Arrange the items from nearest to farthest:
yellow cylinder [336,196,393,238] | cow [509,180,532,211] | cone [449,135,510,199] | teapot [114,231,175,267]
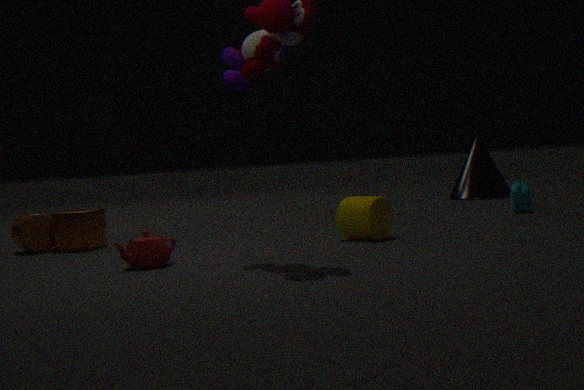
teapot [114,231,175,267] → yellow cylinder [336,196,393,238] → cow [509,180,532,211] → cone [449,135,510,199]
